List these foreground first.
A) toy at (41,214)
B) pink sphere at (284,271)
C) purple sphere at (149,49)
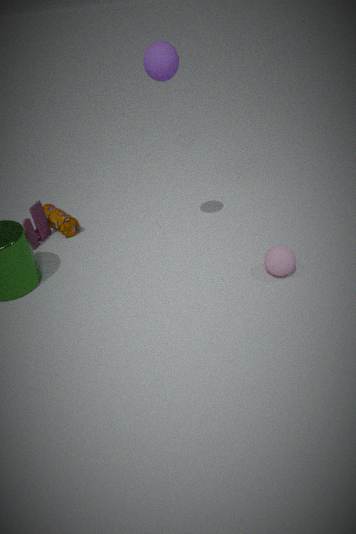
purple sphere at (149,49) < pink sphere at (284,271) < toy at (41,214)
